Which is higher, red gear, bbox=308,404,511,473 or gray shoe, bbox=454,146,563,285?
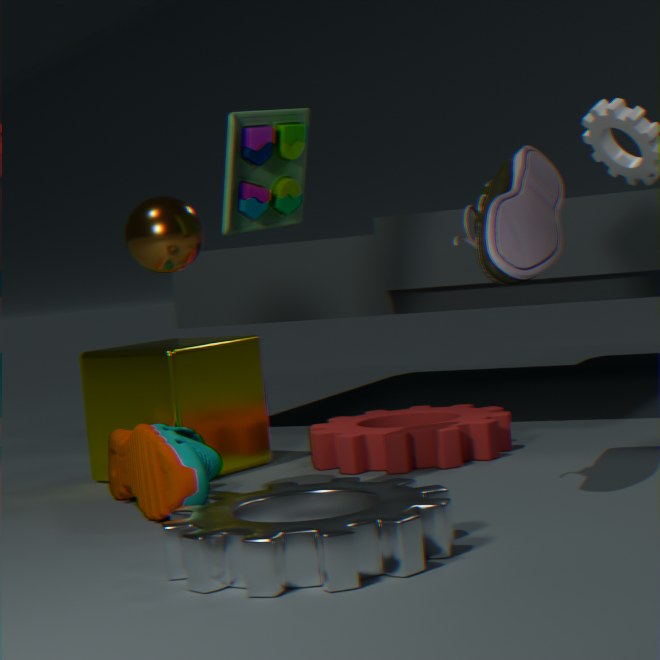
gray shoe, bbox=454,146,563,285
